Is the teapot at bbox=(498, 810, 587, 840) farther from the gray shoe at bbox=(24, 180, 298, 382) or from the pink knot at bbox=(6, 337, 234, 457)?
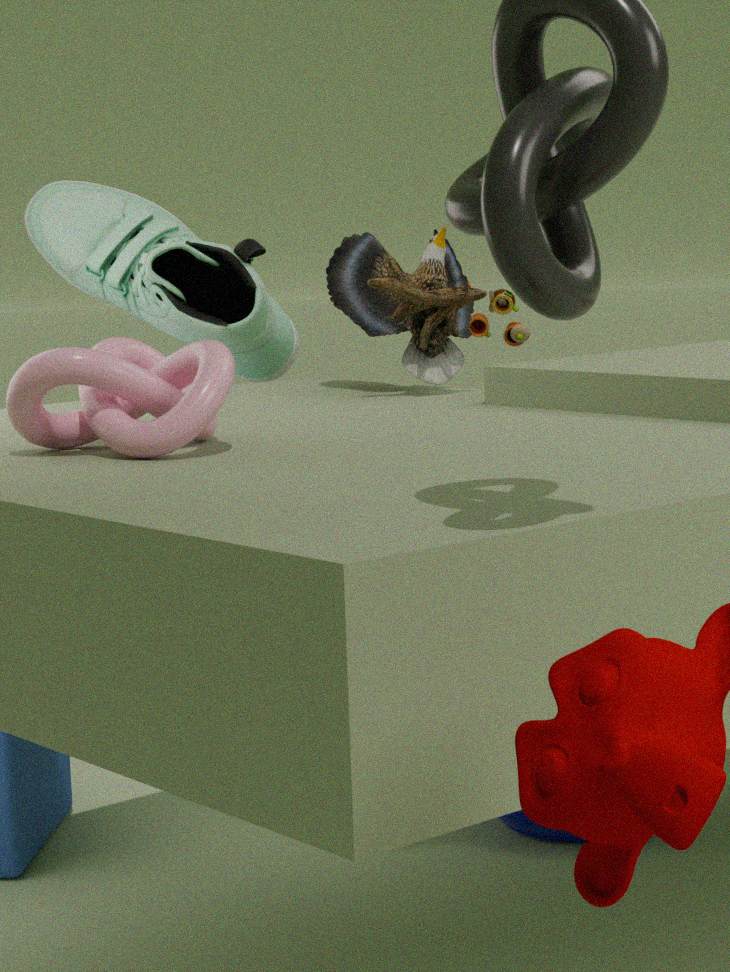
the pink knot at bbox=(6, 337, 234, 457)
